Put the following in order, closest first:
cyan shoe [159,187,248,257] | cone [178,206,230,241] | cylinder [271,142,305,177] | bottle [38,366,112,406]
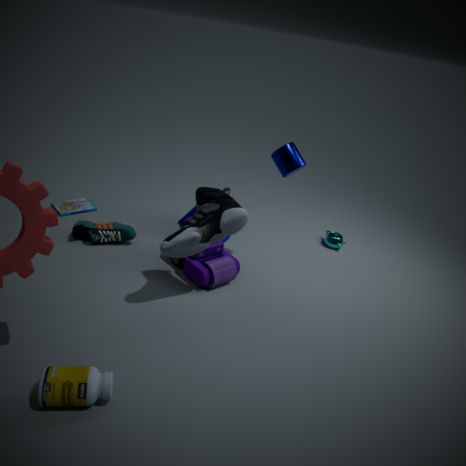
1. bottle [38,366,112,406]
2. cyan shoe [159,187,248,257]
3. cylinder [271,142,305,177]
4. cone [178,206,230,241]
